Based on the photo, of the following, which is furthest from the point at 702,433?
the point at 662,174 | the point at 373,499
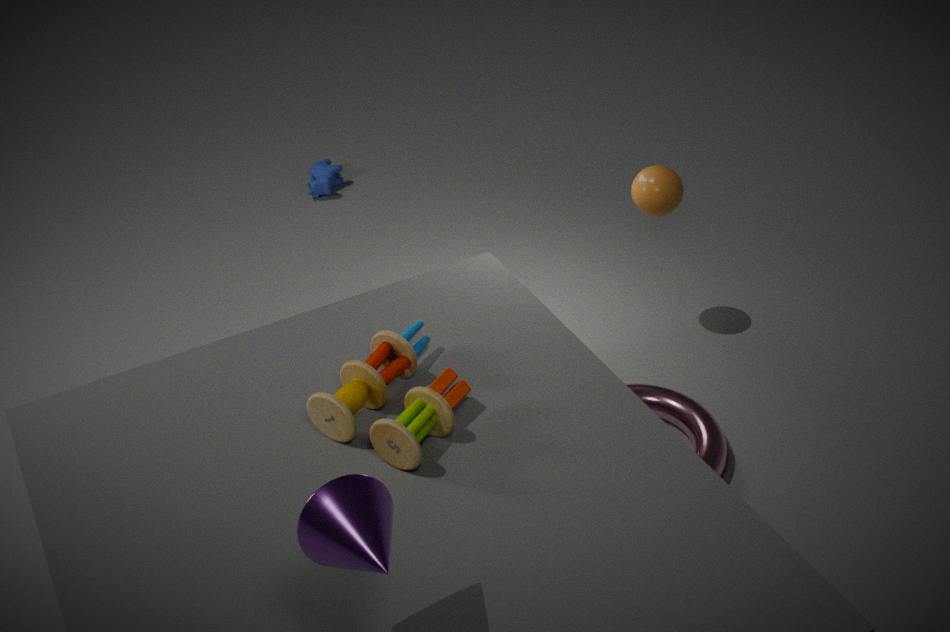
the point at 373,499
